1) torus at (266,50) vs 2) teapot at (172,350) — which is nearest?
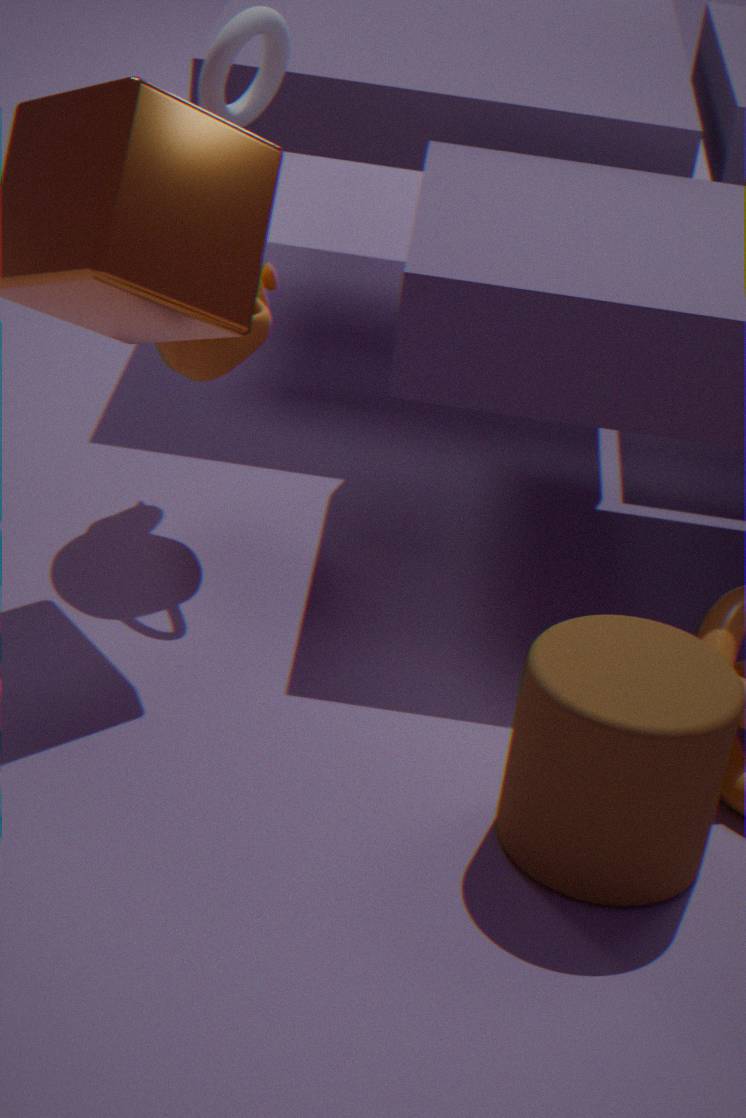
2. teapot at (172,350)
